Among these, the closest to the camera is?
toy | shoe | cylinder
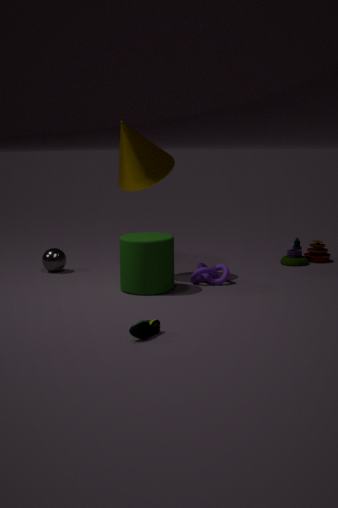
shoe
